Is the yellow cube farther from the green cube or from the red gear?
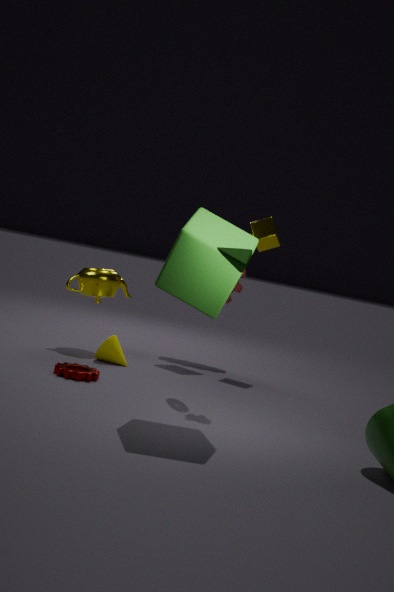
the green cube
